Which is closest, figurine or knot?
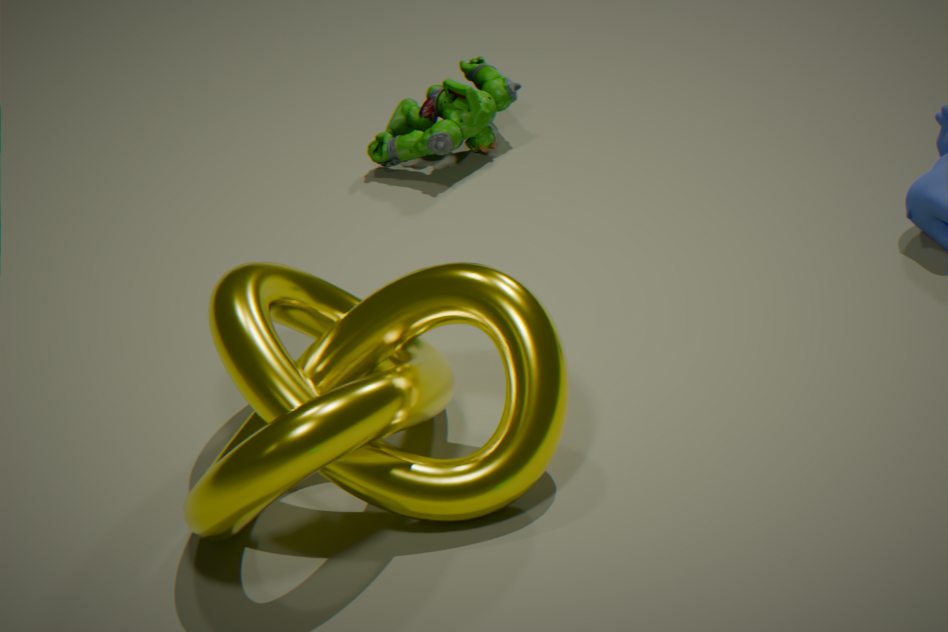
knot
